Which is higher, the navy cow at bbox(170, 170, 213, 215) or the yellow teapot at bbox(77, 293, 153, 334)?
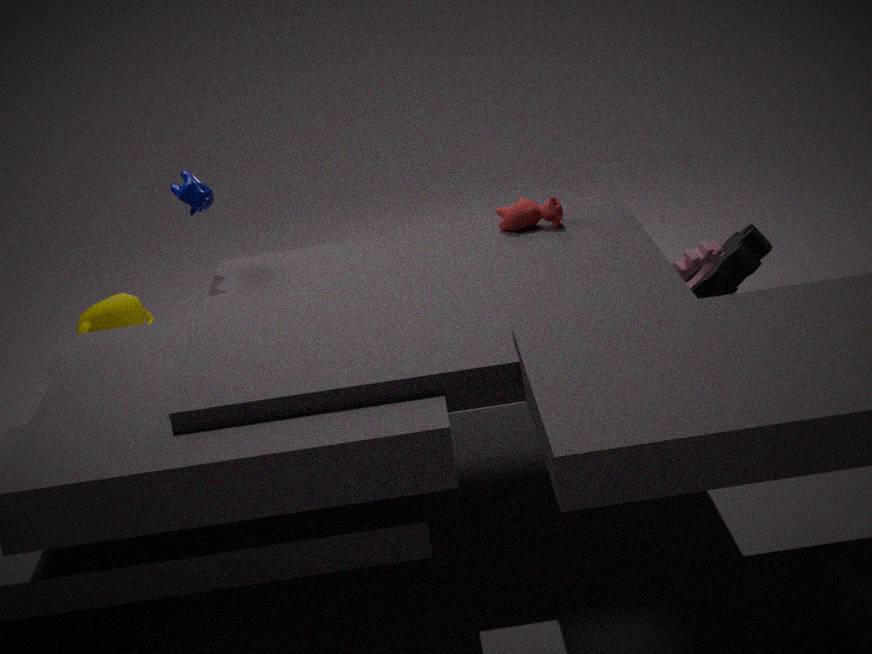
the navy cow at bbox(170, 170, 213, 215)
